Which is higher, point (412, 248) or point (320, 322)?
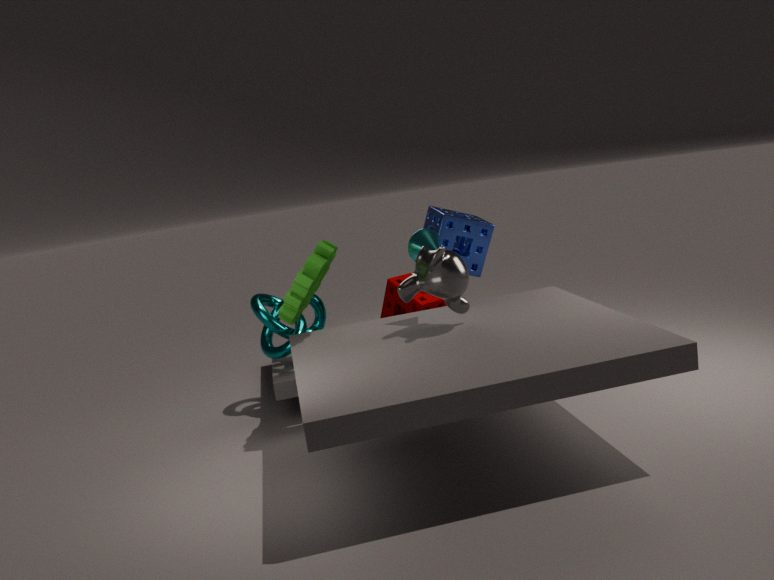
point (412, 248)
